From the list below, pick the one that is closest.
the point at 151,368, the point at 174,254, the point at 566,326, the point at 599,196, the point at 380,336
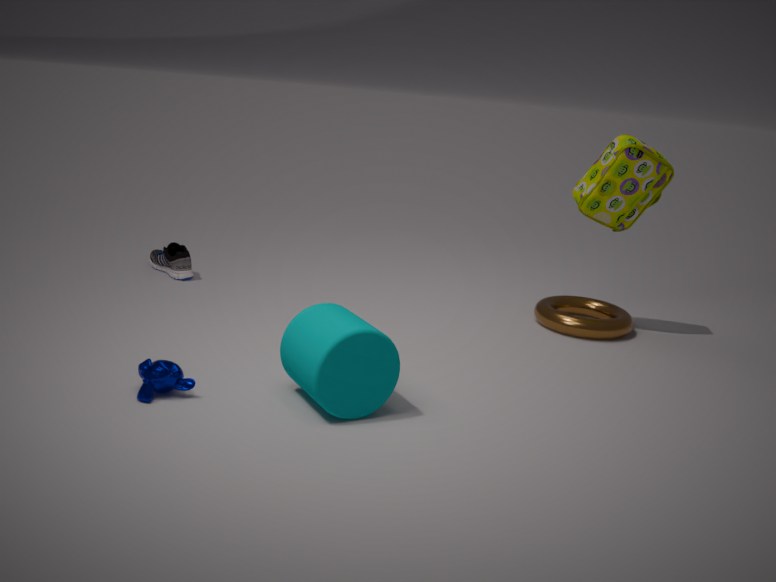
the point at 380,336
